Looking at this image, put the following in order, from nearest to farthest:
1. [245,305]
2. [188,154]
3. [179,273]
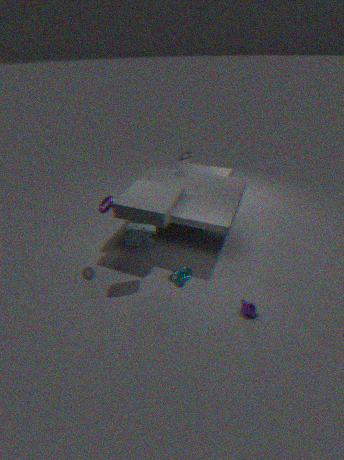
[245,305] < [179,273] < [188,154]
